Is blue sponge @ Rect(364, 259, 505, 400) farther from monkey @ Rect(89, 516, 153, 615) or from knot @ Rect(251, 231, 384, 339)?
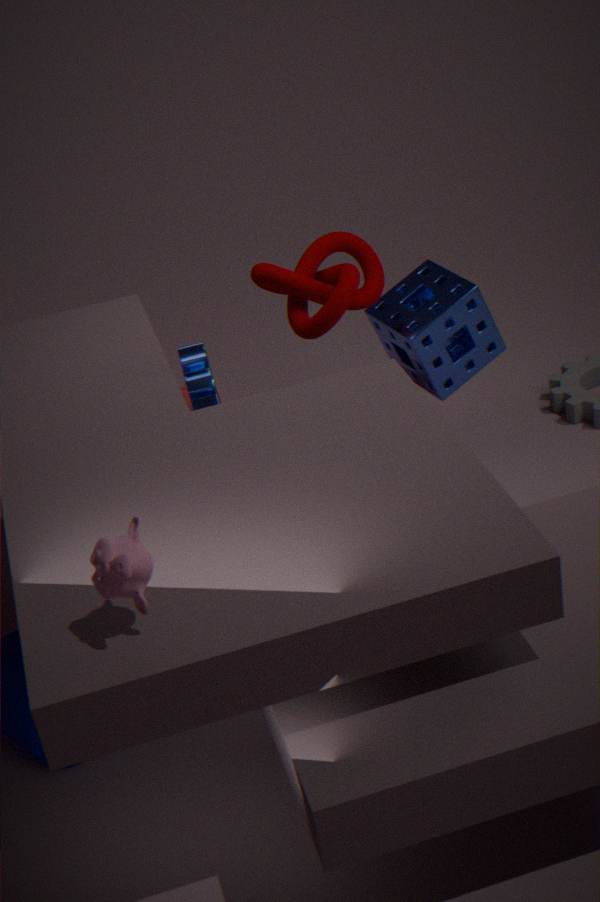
monkey @ Rect(89, 516, 153, 615)
